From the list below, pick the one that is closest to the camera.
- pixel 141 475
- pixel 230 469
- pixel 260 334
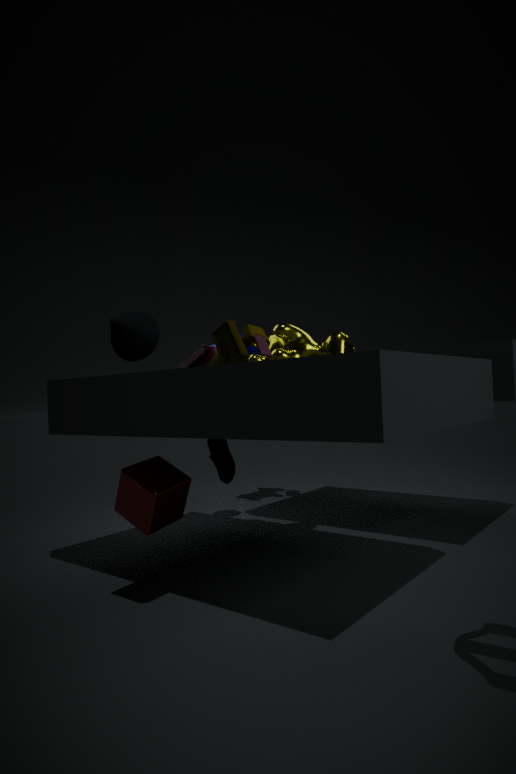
pixel 141 475
